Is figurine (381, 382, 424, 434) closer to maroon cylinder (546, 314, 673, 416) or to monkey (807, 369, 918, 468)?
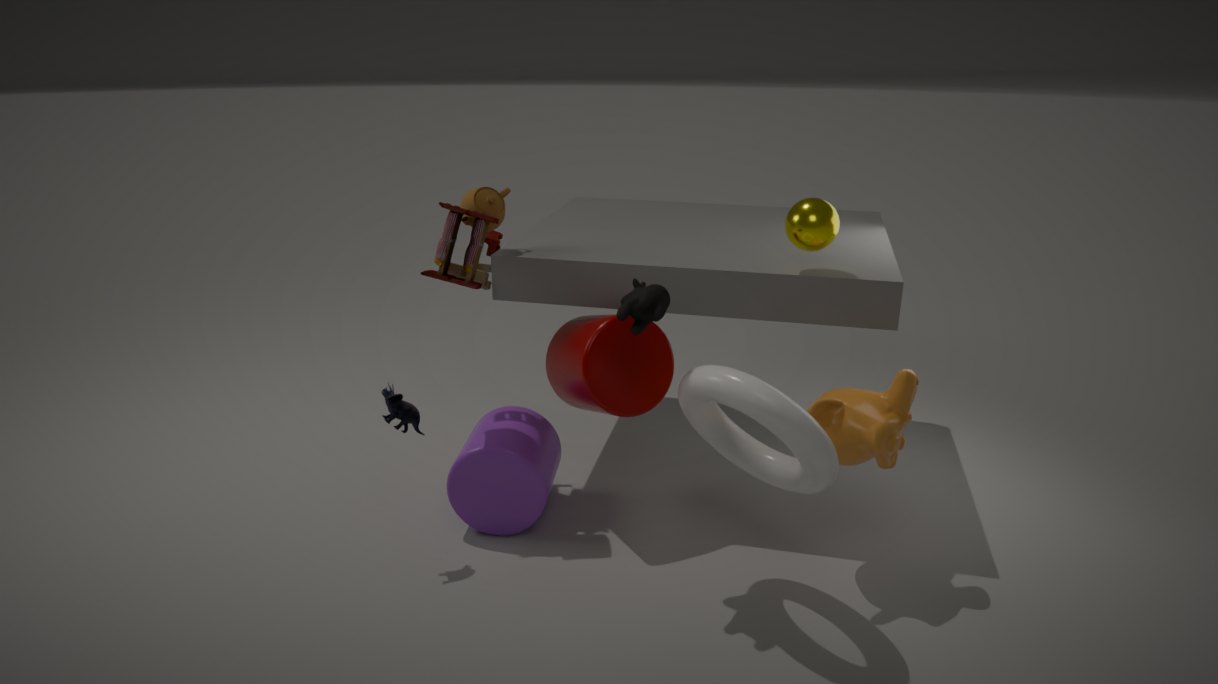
maroon cylinder (546, 314, 673, 416)
